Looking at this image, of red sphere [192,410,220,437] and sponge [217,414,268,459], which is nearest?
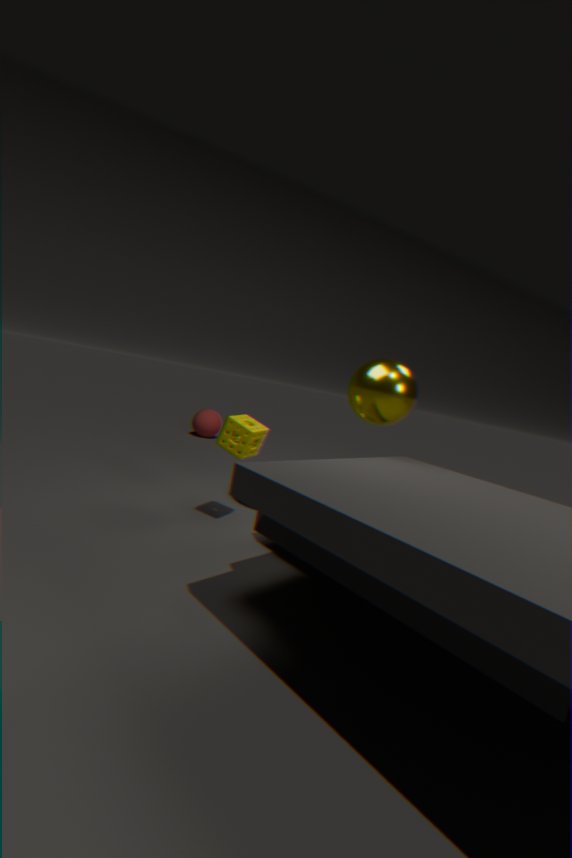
sponge [217,414,268,459]
